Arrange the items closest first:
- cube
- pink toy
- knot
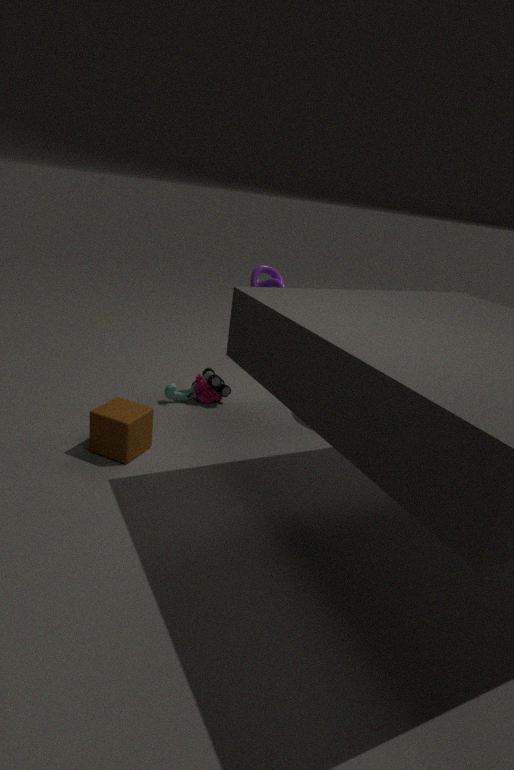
cube → knot → pink toy
